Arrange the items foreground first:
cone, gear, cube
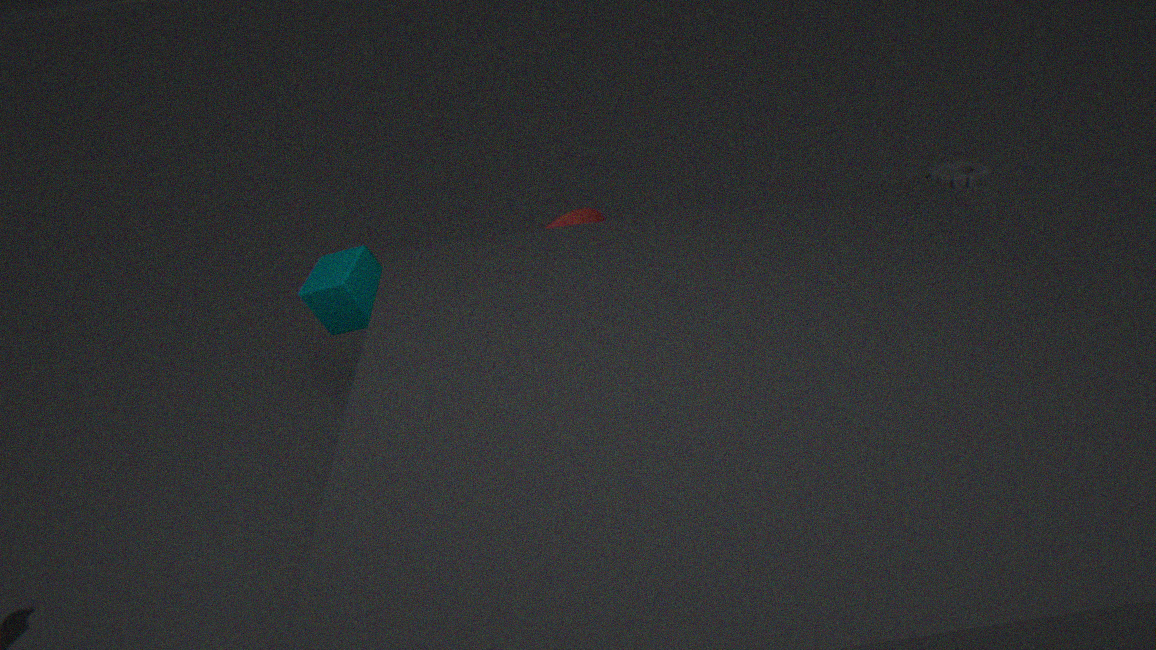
cube, cone, gear
